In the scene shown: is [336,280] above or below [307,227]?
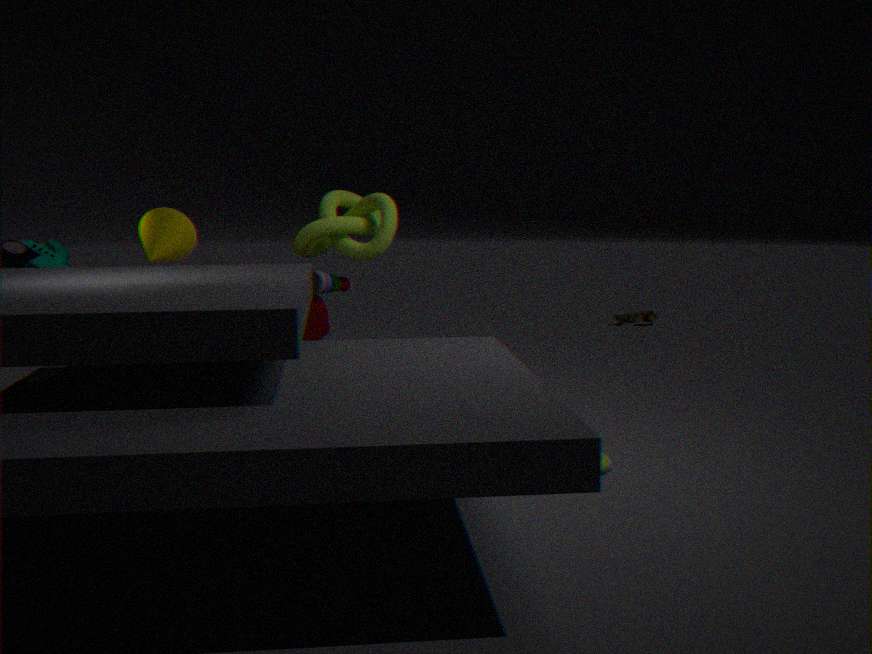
below
